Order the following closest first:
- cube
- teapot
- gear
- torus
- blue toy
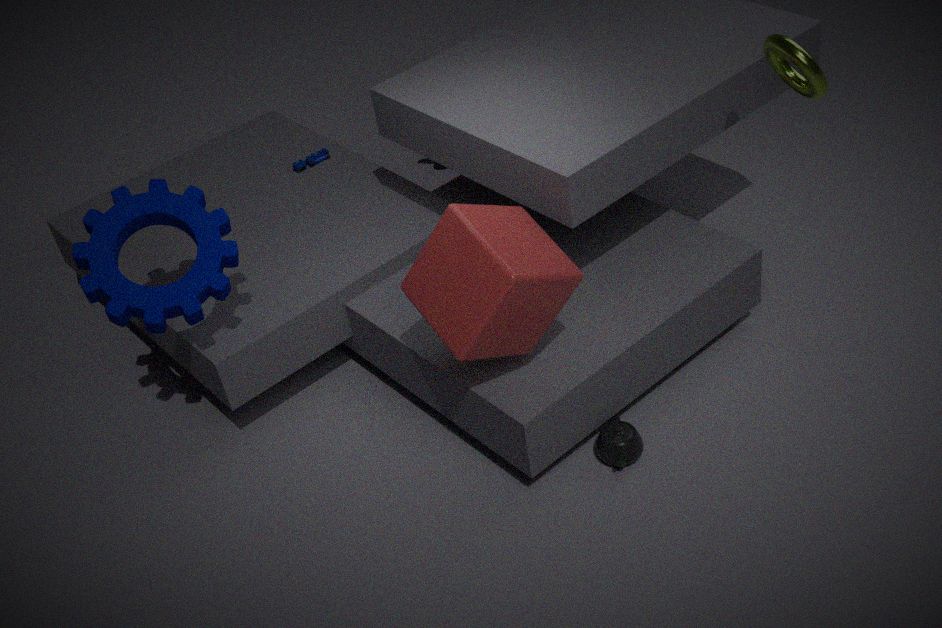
1. cube
2. torus
3. gear
4. teapot
5. blue toy
